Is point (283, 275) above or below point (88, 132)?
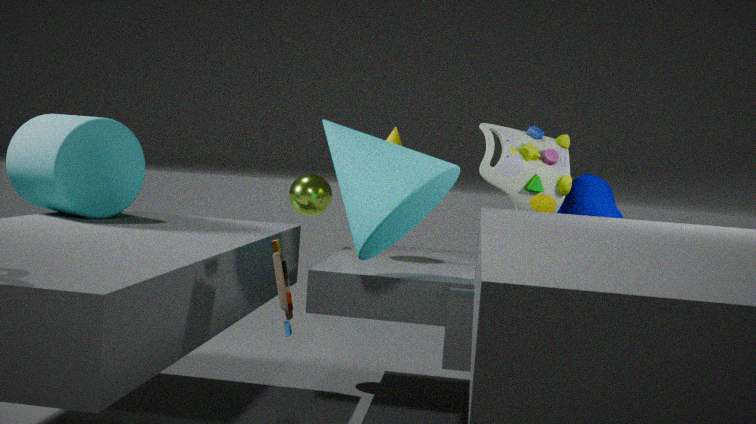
below
